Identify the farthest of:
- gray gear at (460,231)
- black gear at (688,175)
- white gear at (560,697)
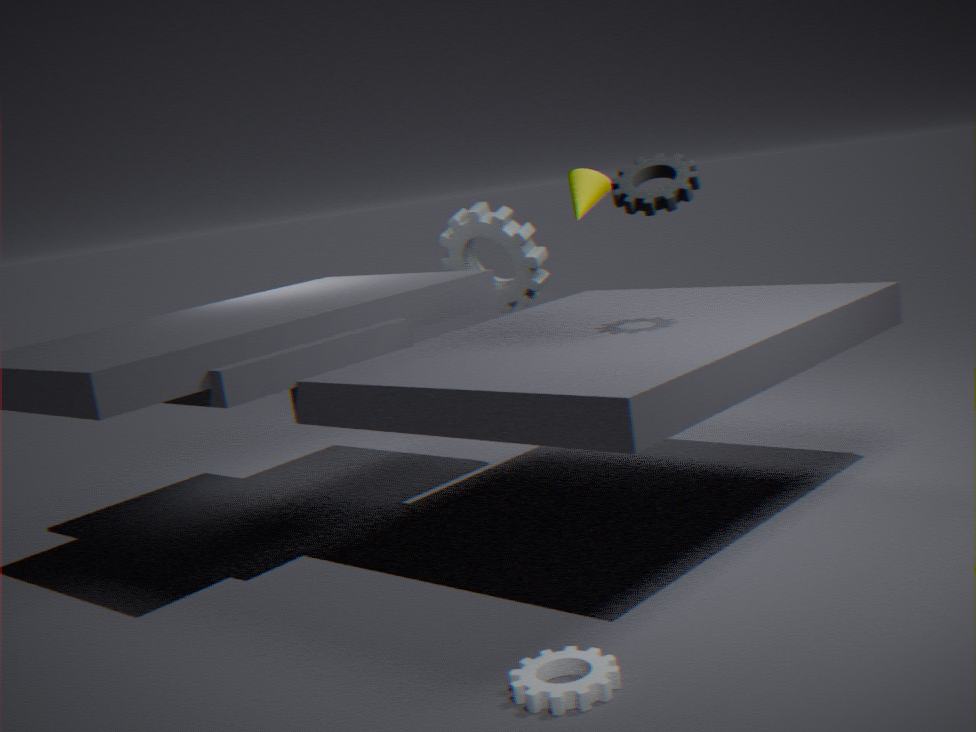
gray gear at (460,231)
